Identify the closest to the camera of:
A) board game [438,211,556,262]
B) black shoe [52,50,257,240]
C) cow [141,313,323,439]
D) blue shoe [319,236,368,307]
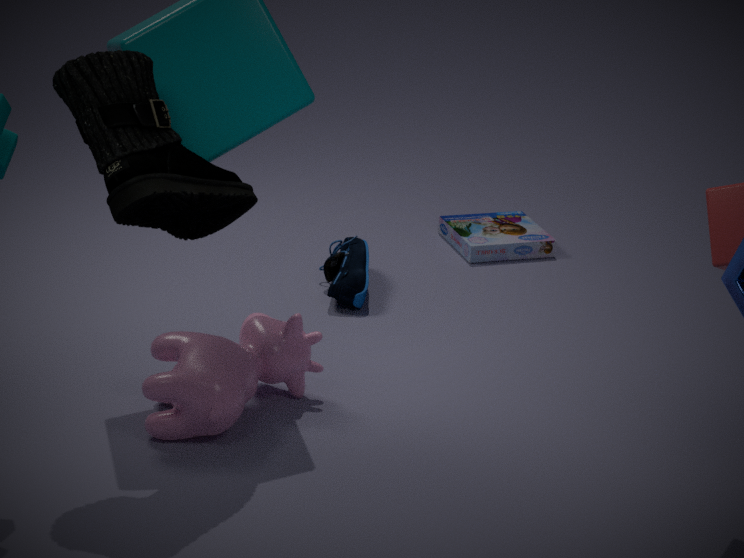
black shoe [52,50,257,240]
